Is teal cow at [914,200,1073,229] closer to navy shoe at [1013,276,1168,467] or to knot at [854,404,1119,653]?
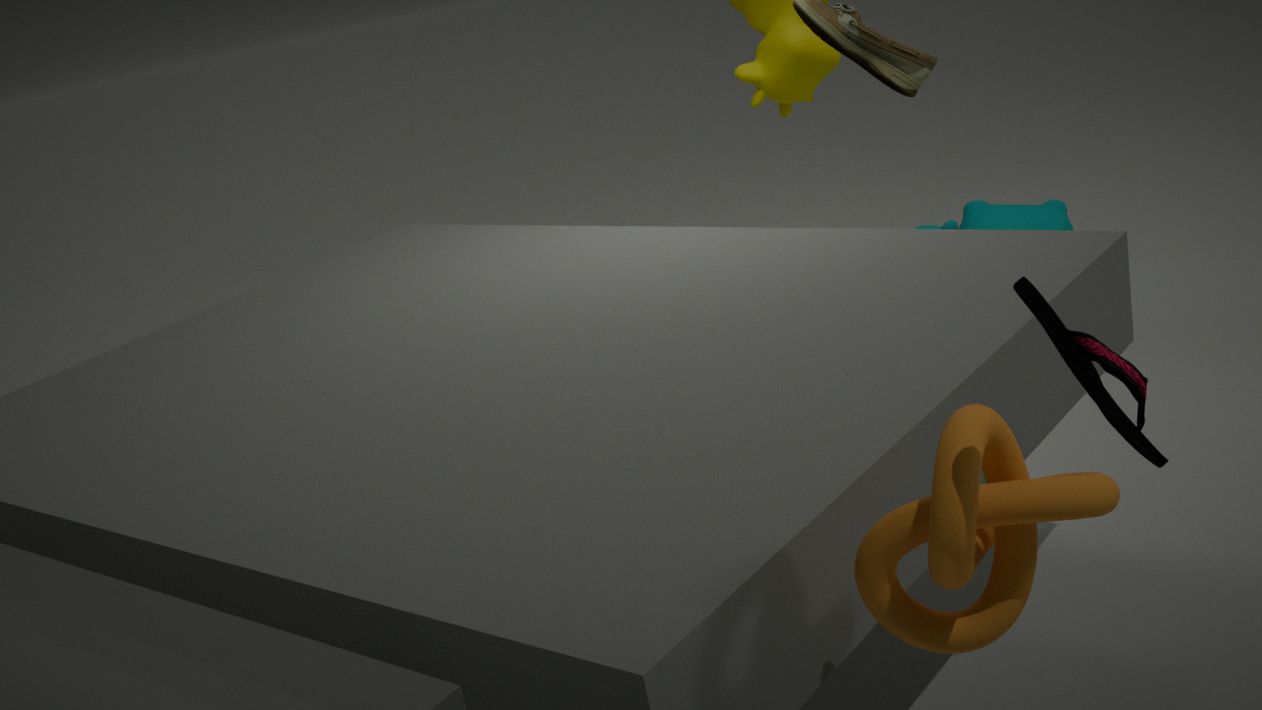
knot at [854,404,1119,653]
